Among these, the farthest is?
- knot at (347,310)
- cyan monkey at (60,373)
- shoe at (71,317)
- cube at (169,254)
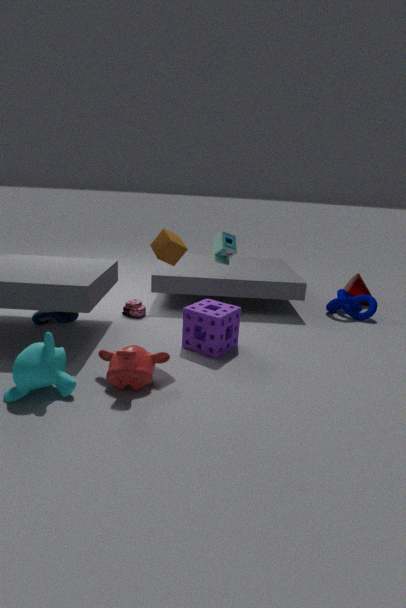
knot at (347,310)
